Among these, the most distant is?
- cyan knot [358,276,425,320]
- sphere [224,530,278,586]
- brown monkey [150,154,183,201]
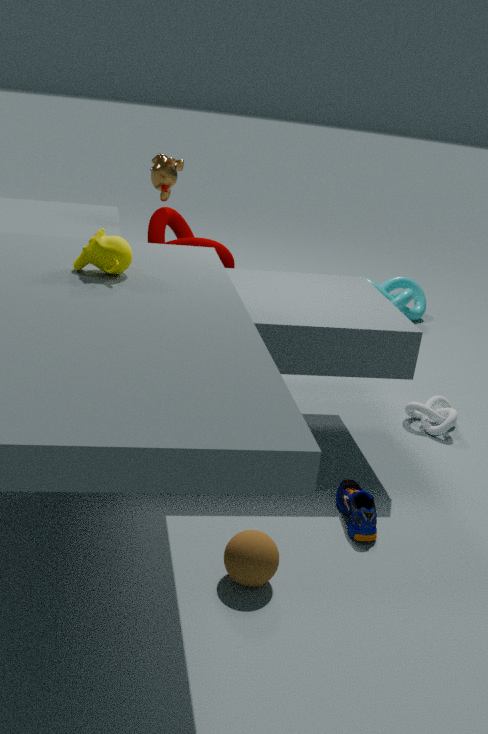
cyan knot [358,276,425,320]
